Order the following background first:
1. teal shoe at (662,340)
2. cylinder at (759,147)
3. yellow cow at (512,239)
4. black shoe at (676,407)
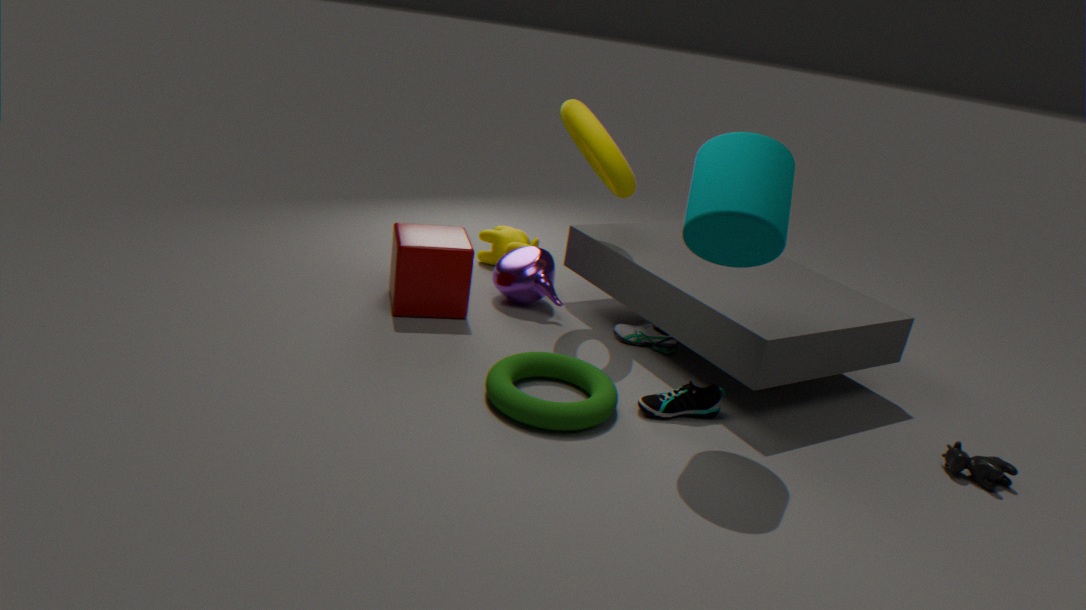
yellow cow at (512,239), teal shoe at (662,340), black shoe at (676,407), cylinder at (759,147)
